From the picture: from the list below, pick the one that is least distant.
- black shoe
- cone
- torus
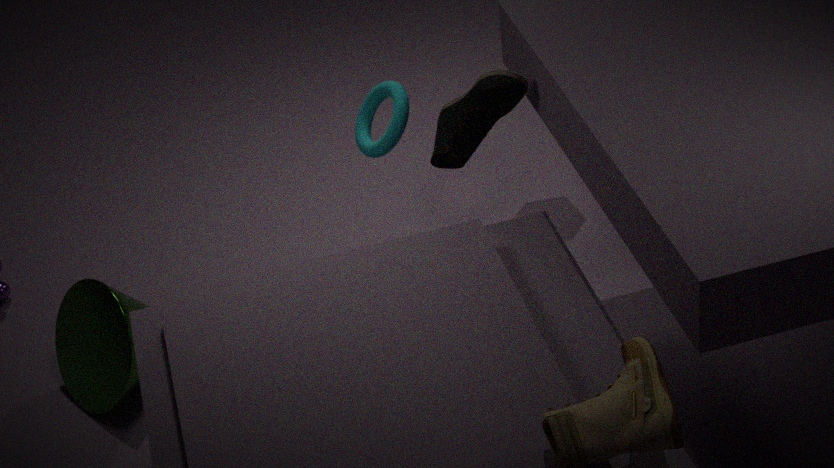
black shoe
